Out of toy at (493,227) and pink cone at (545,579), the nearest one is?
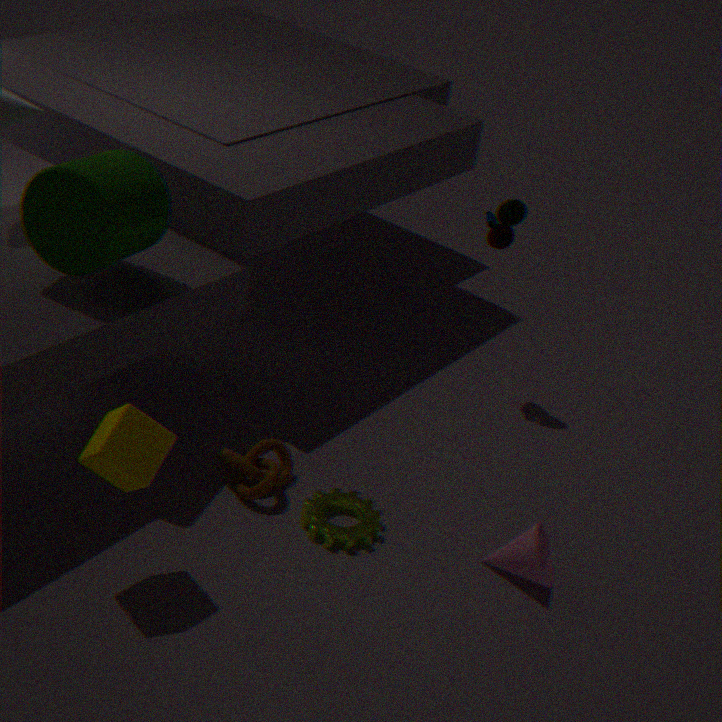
pink cone at (545,579)
